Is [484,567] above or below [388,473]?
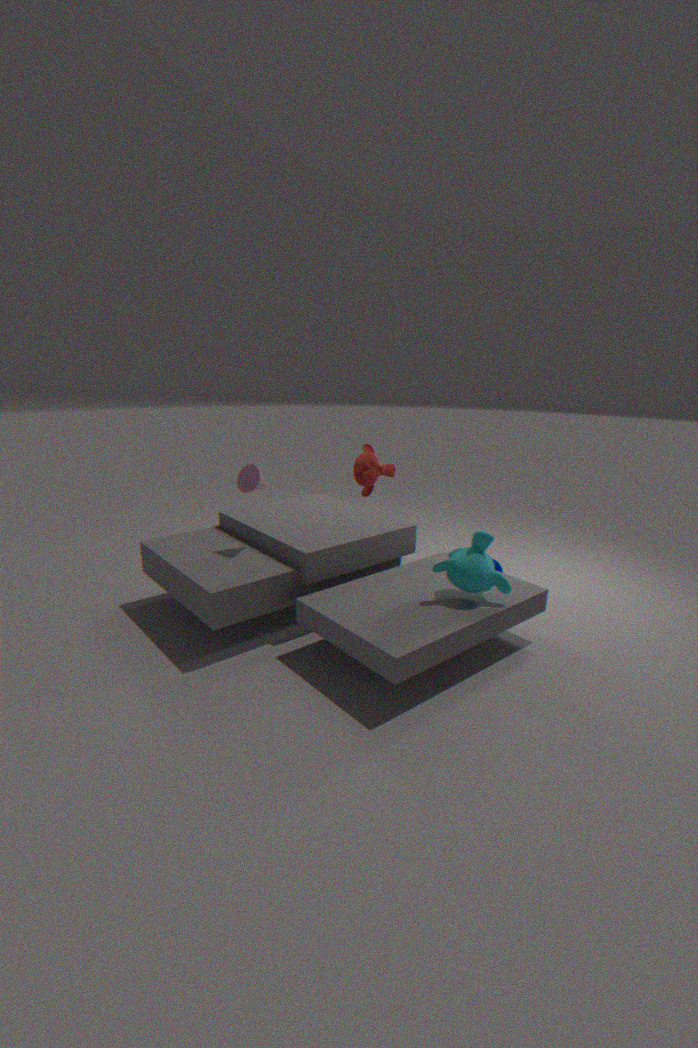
below
